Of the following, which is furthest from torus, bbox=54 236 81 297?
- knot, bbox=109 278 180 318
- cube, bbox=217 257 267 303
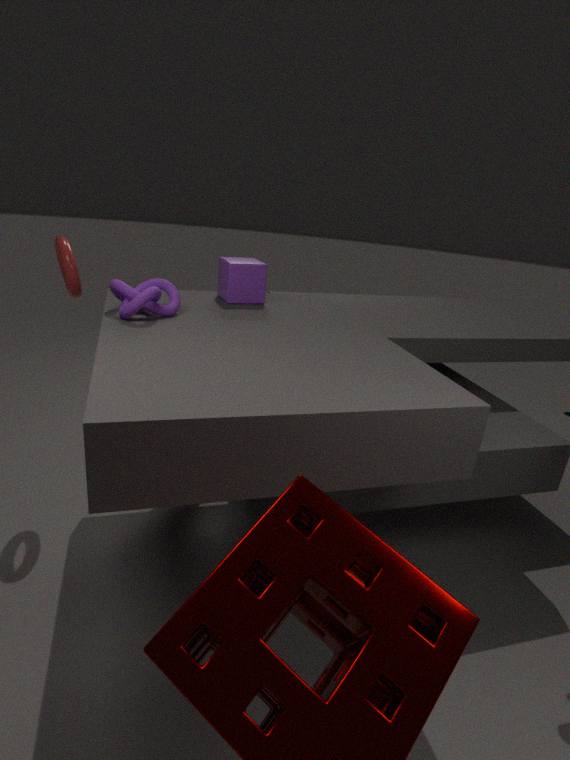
cube, bbox=217 257 267 303
